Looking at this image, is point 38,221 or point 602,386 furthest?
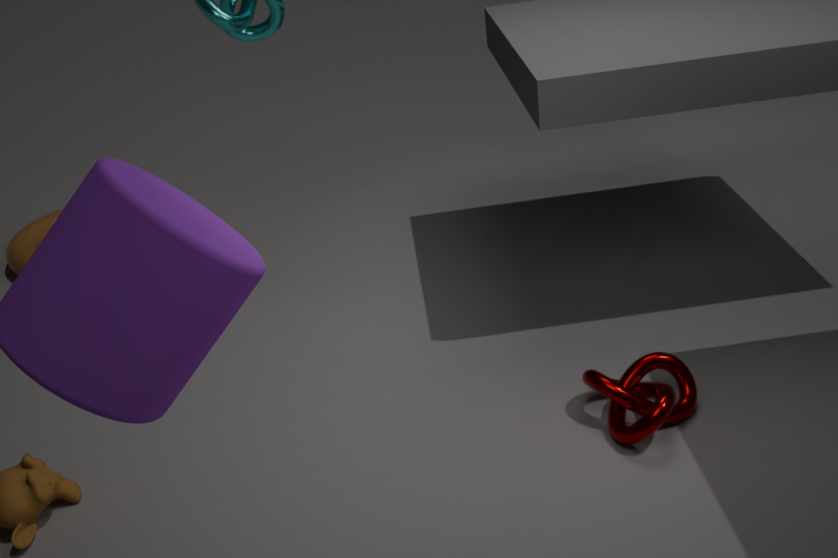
point 38,221
